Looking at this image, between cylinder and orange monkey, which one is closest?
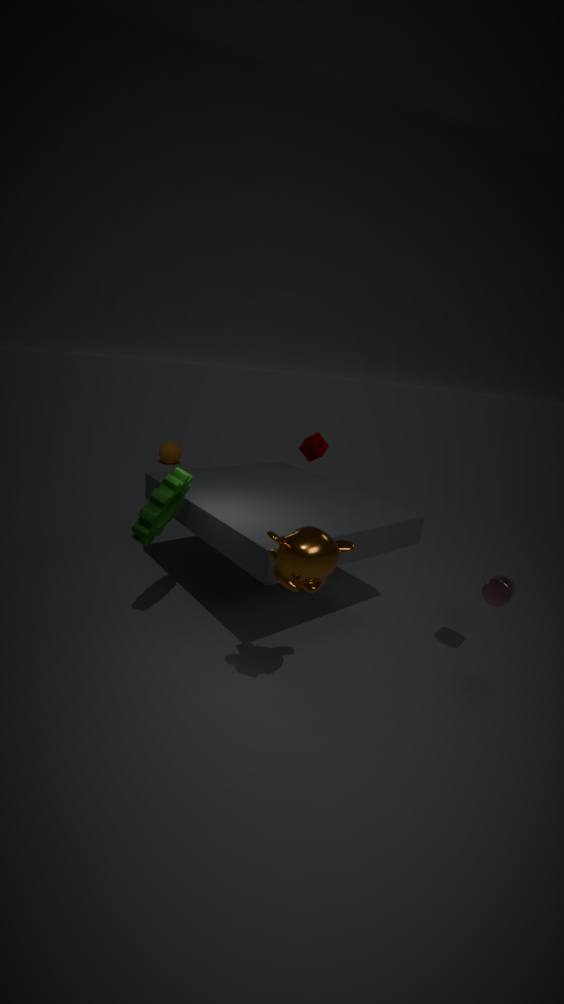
orange monkey
